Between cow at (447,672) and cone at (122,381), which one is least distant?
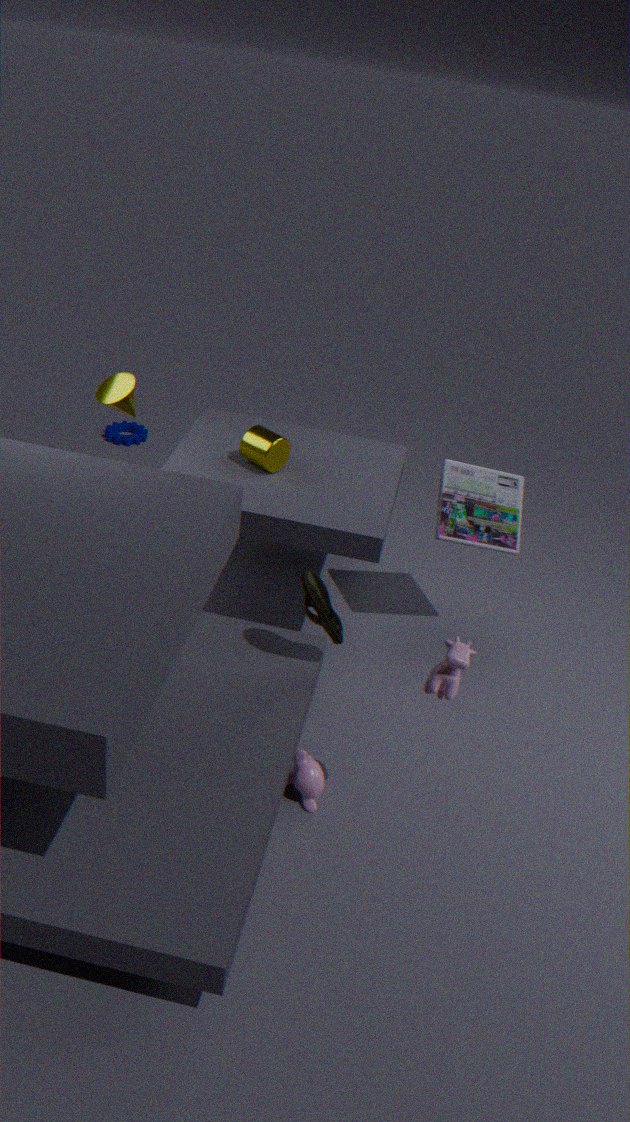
cow at (447,672)
